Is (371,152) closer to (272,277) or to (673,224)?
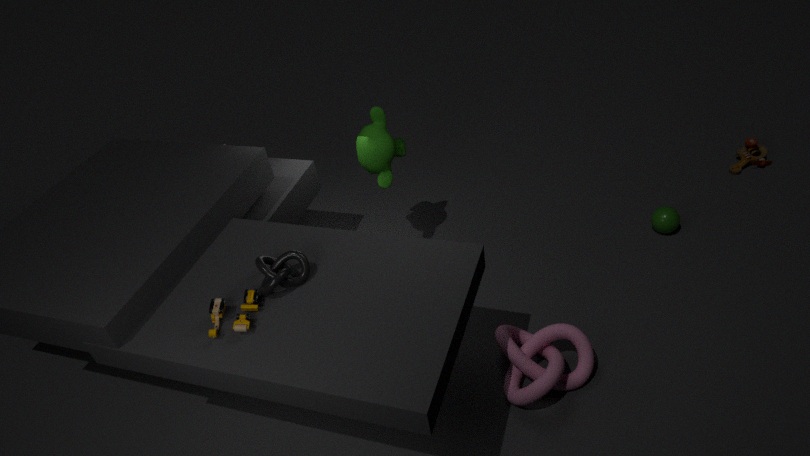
(272,277)
